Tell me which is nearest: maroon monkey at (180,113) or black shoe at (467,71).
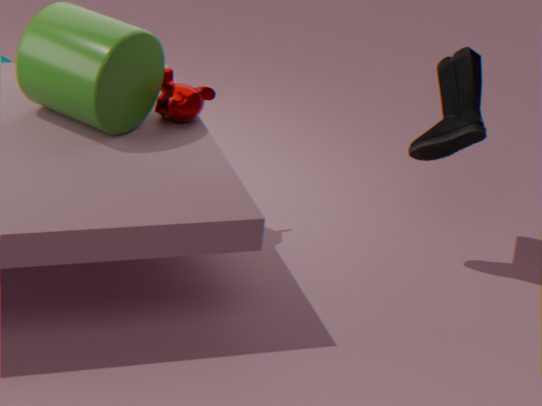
black shoe at (467,71)
